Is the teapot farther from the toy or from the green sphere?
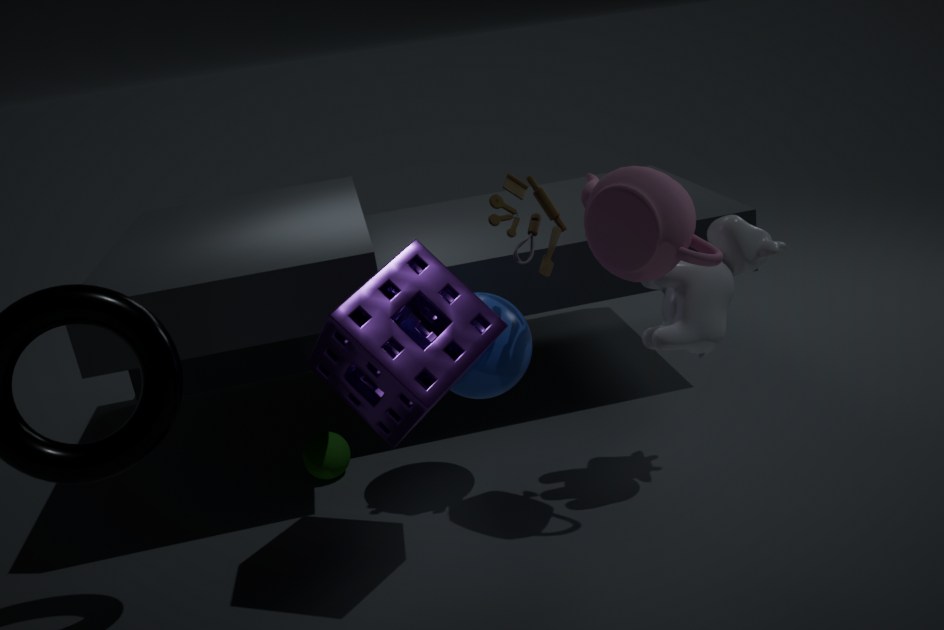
the green sphere
